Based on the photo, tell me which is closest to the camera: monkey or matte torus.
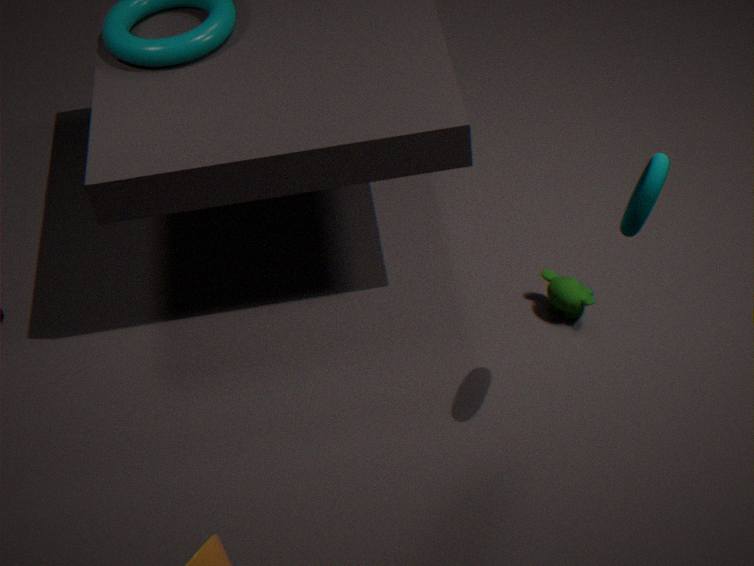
matte torus
